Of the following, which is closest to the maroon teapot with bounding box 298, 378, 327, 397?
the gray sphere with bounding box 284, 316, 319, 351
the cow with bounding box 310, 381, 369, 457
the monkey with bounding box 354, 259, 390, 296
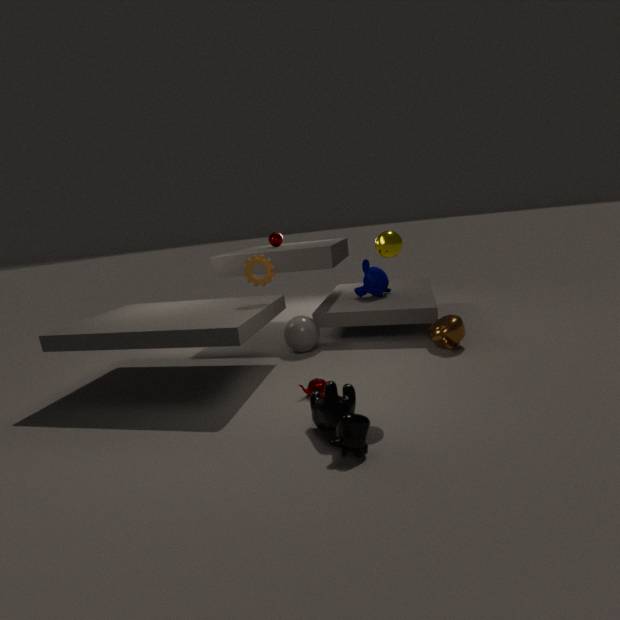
the cow with bounding box 310, 381, 369, 457
